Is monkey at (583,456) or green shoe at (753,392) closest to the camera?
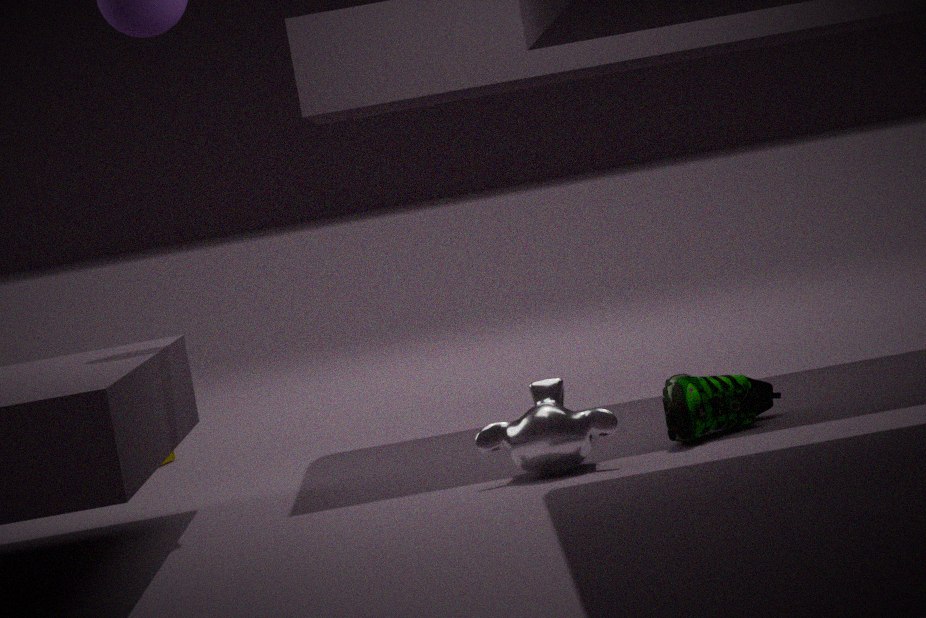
monkey at (583,456)
